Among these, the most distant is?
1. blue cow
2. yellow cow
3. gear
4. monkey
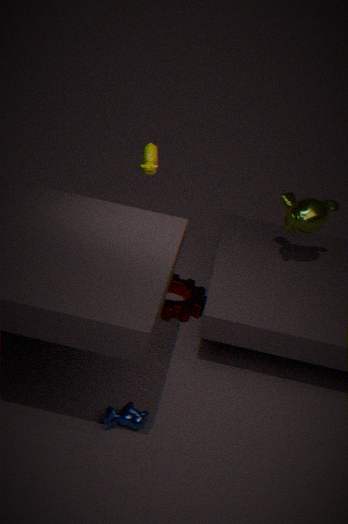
monkey
